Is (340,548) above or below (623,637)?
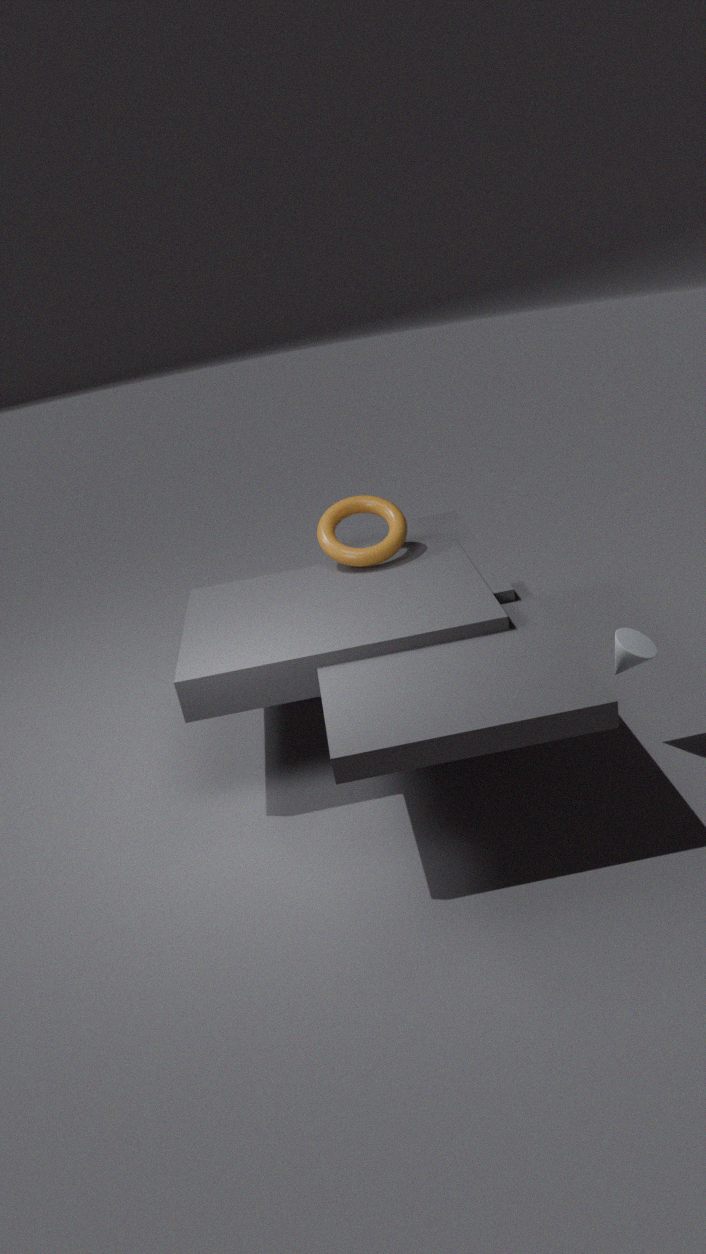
above
